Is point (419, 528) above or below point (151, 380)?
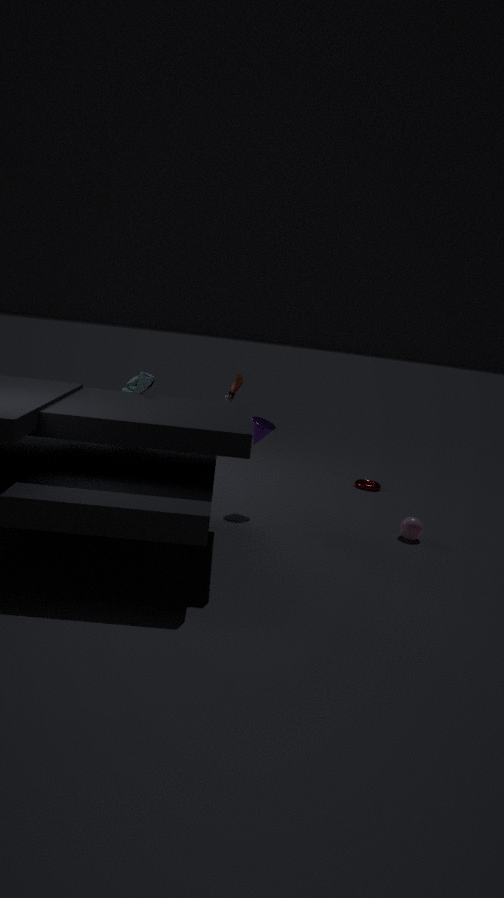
Answer: below
